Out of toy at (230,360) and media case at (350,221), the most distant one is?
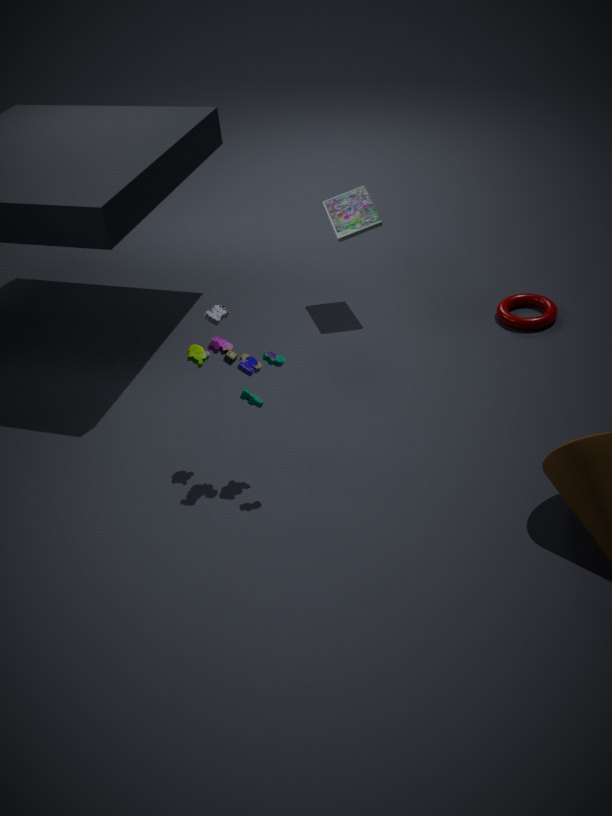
media case at (350,221)
